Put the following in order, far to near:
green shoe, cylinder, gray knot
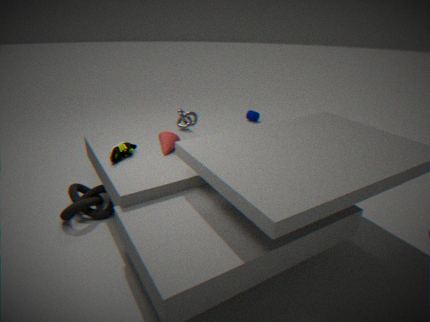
cylinder < gray knot < green shoe
